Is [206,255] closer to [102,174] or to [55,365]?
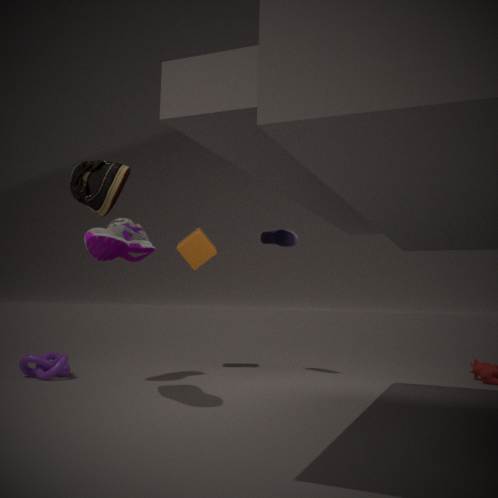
[55,365]
